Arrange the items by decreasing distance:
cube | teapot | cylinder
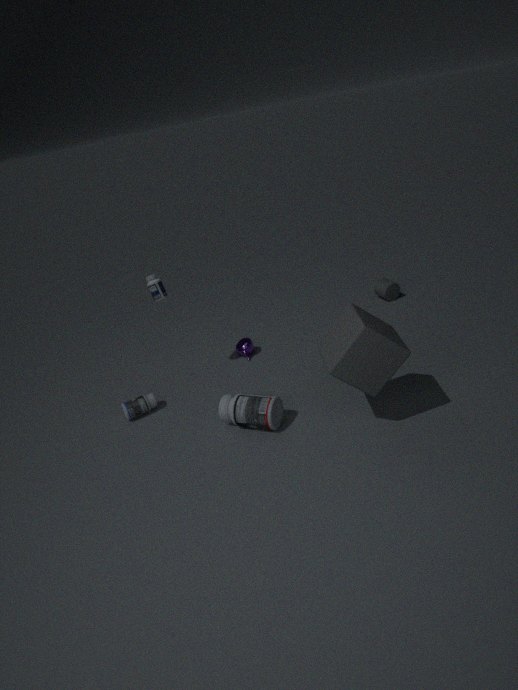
1. cylinder
2. teapot
3. cube
